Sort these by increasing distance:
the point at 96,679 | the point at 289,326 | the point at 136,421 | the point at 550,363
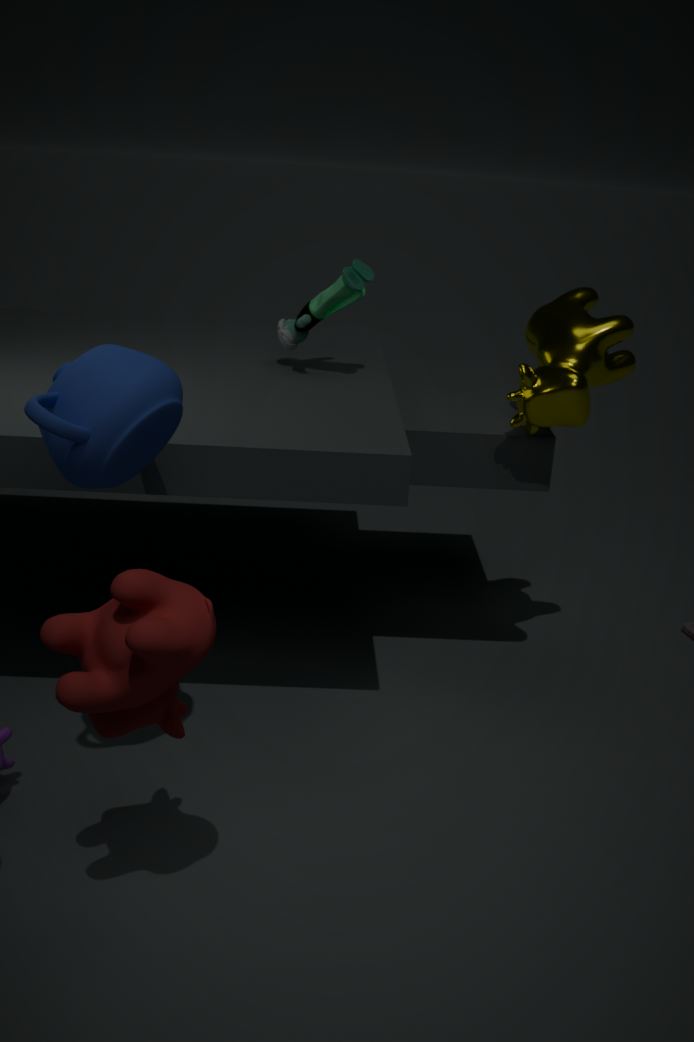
the point at 96,679 → the point at 136,421 → the point at 550,363 → the point at 289,326
